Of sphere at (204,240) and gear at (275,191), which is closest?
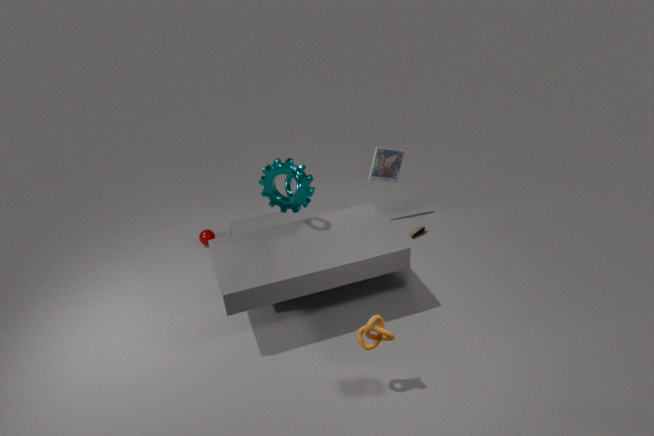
gear at (275,191)
